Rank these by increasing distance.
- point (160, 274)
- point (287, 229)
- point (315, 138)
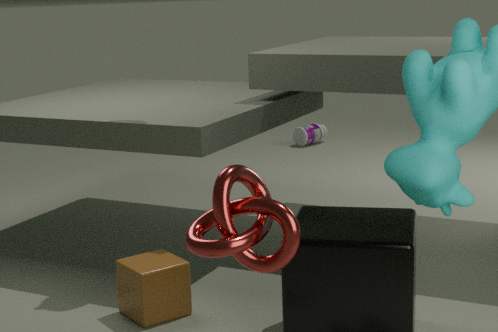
point (287, 229) < point (160, 274) < point (315, 138)
